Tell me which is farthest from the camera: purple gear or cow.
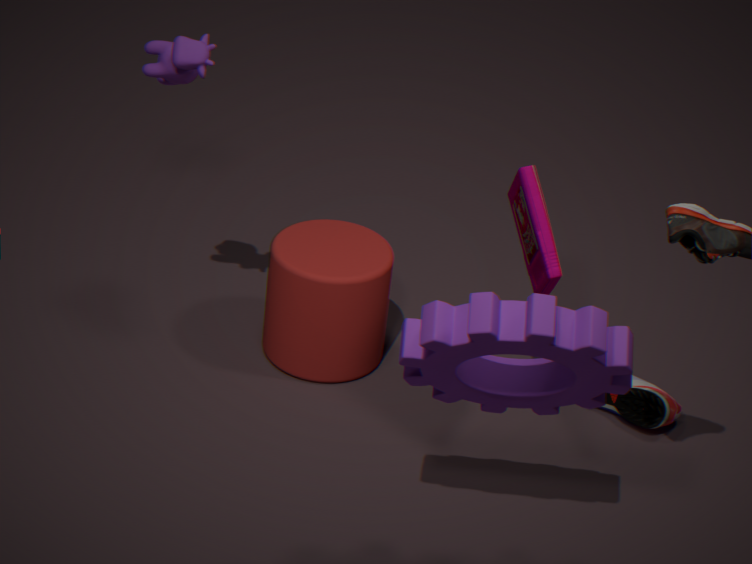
cow
